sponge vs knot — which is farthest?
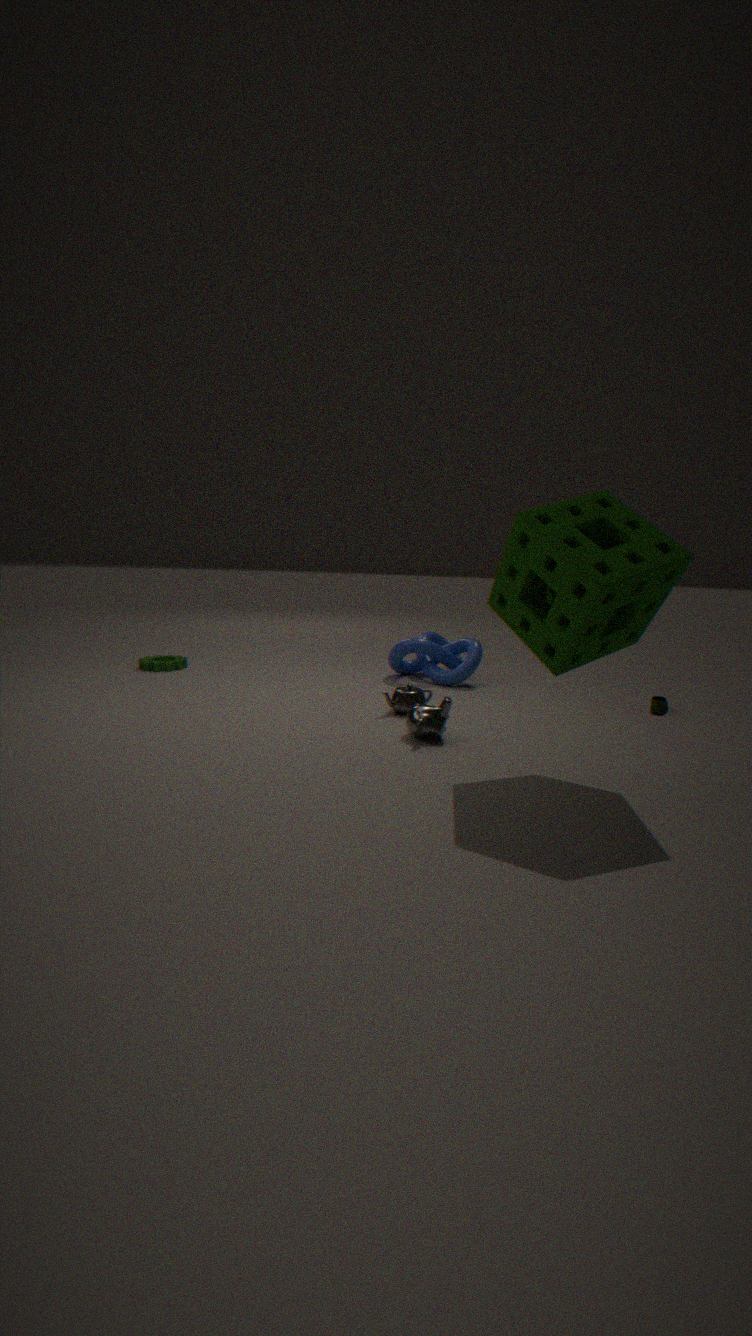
knot
